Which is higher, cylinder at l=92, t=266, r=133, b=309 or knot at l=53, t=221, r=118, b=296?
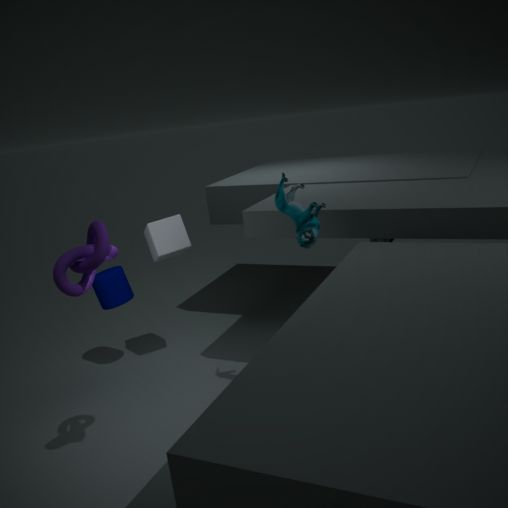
knot at l=53, t=221, r=118, b=296
